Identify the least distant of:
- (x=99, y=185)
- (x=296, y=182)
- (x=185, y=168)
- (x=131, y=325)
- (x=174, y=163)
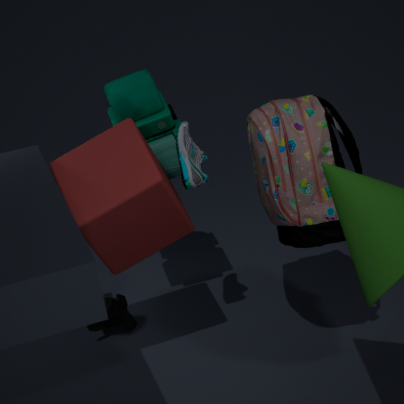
(x=99, y=185)
